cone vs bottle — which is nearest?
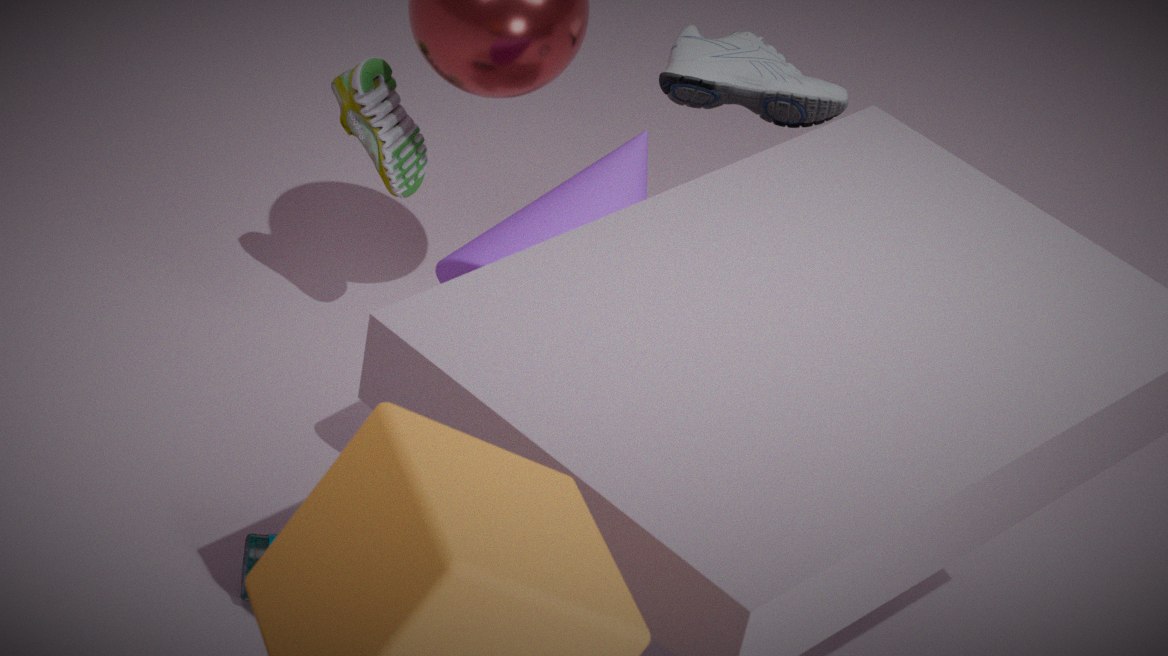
cone
